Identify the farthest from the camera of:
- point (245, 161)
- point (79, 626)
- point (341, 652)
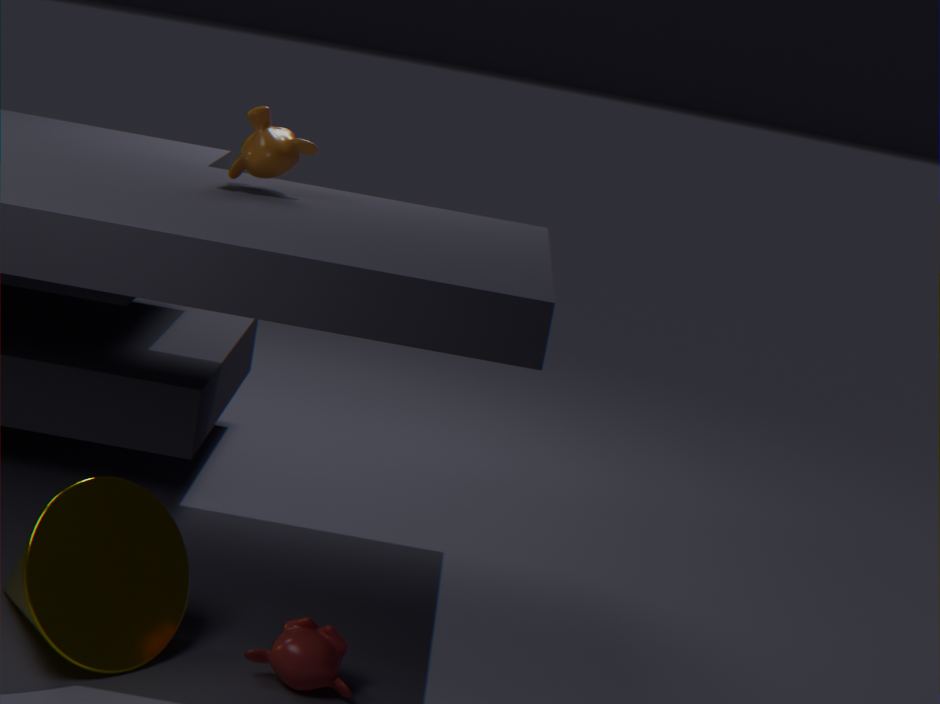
point (245, 161)
